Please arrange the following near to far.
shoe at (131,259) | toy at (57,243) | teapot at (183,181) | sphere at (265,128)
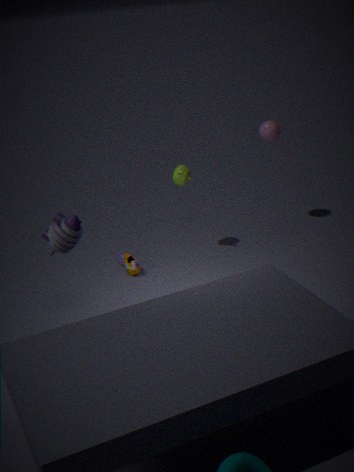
toy at (57,243)
shoe at (131,259)
teapot at (183,181)
sphere at (265,128)
